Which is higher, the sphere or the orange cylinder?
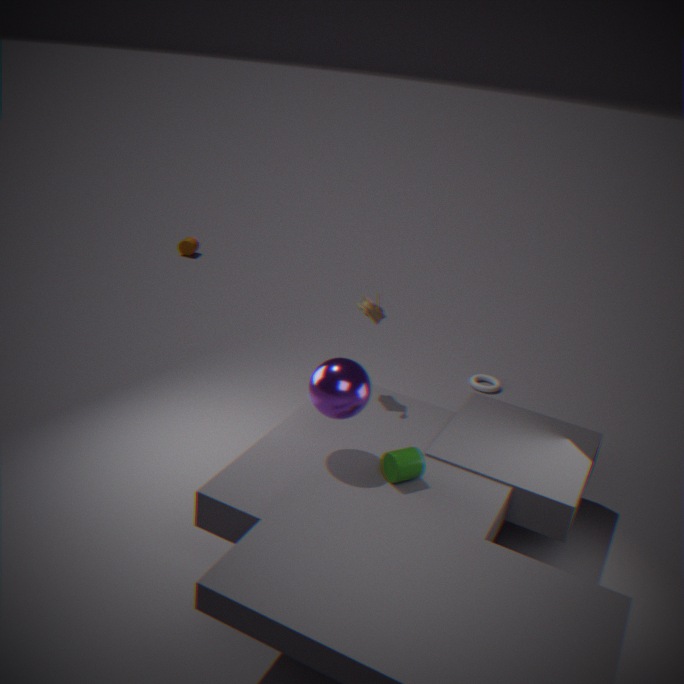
the sphere
